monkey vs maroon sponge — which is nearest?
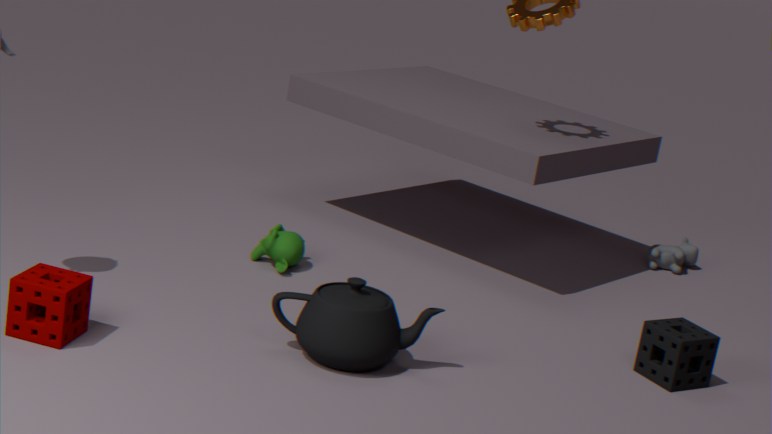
maroon sponge
